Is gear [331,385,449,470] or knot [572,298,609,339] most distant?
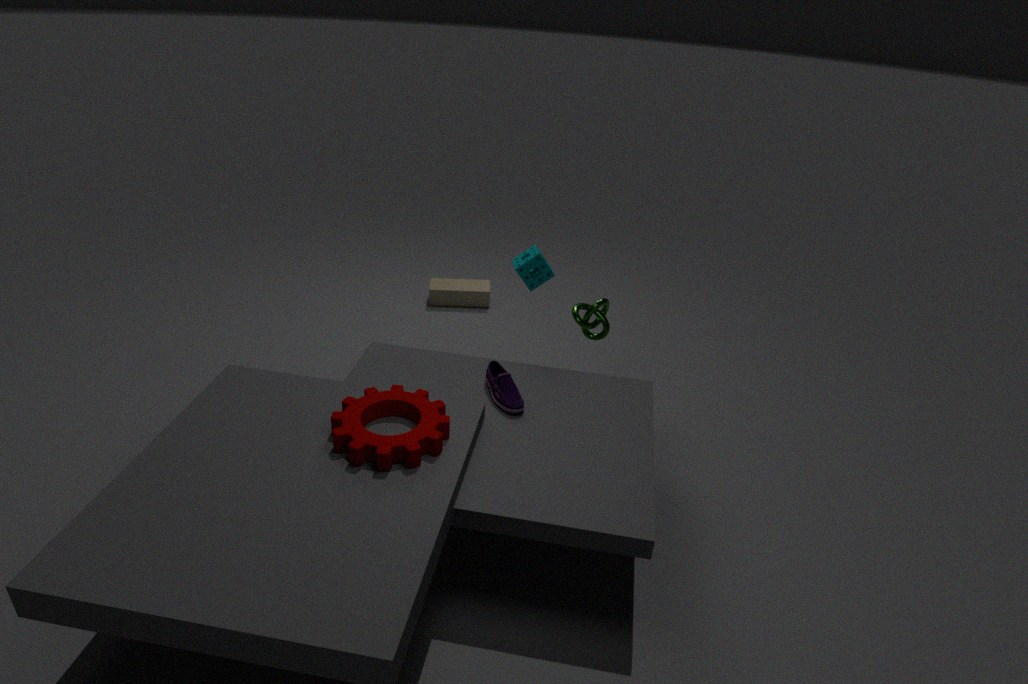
knot [572,298,609,339]
